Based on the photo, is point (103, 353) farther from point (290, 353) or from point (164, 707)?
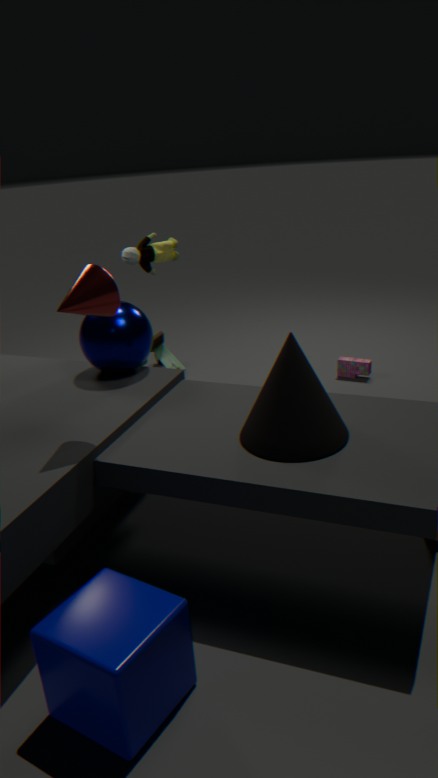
point (164, 707)
